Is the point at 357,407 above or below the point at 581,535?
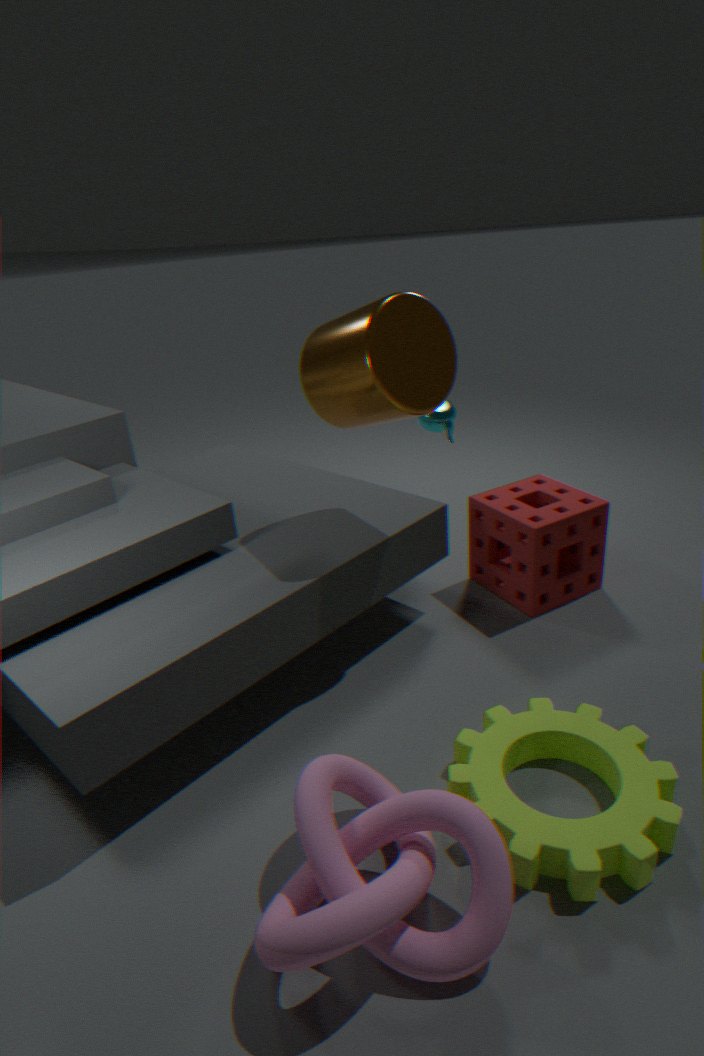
above
